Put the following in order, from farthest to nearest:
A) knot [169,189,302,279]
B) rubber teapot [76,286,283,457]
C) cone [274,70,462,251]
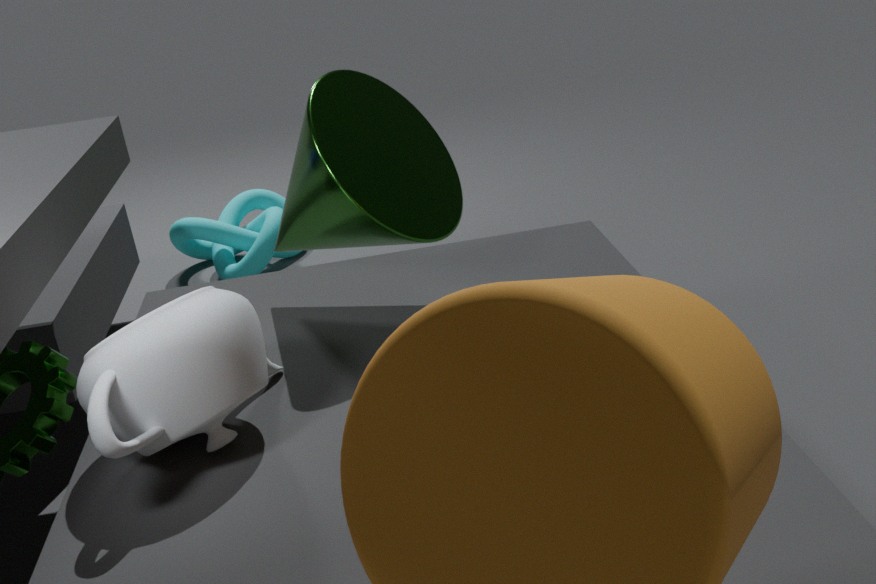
1. knot [169,189,302,279]
2. cone [274,70,462,251]
3. rubber teapot [76,286,283,457]
